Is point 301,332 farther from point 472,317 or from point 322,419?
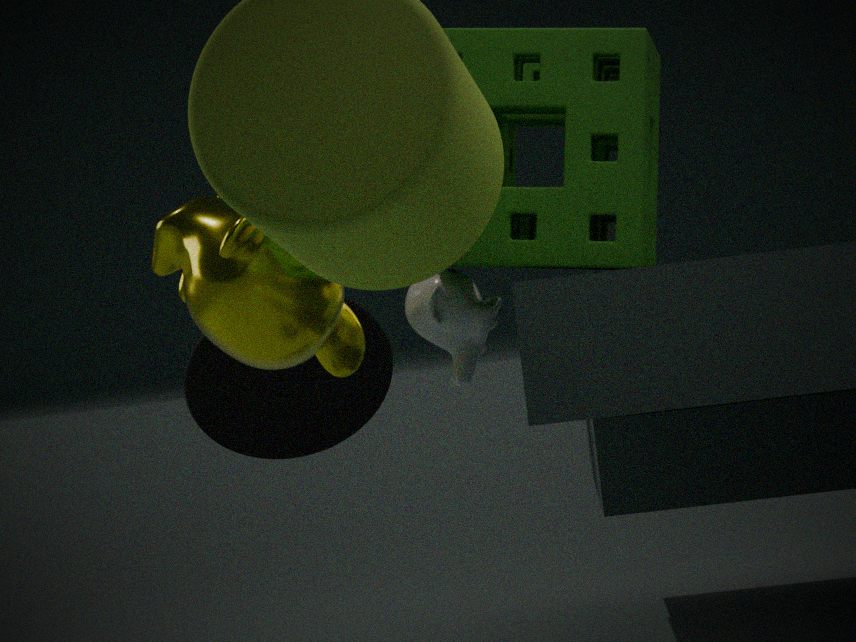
A: point 322,419
